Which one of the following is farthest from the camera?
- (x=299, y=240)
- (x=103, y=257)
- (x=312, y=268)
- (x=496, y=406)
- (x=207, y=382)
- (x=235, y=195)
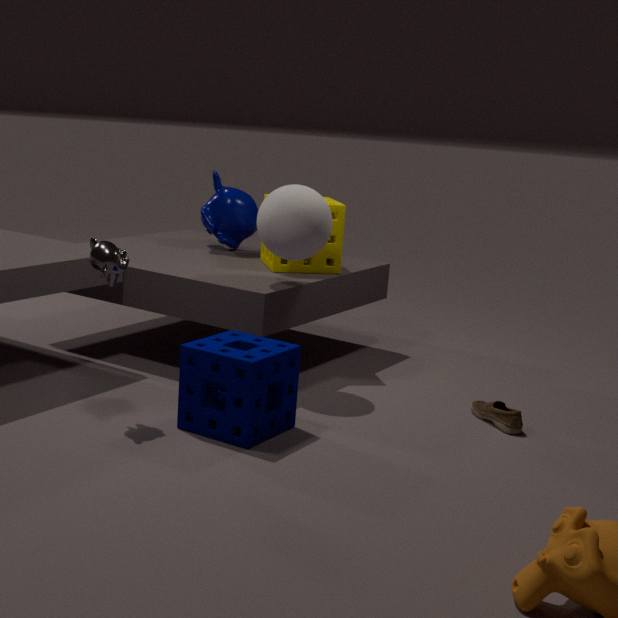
(x=235, y=195)
